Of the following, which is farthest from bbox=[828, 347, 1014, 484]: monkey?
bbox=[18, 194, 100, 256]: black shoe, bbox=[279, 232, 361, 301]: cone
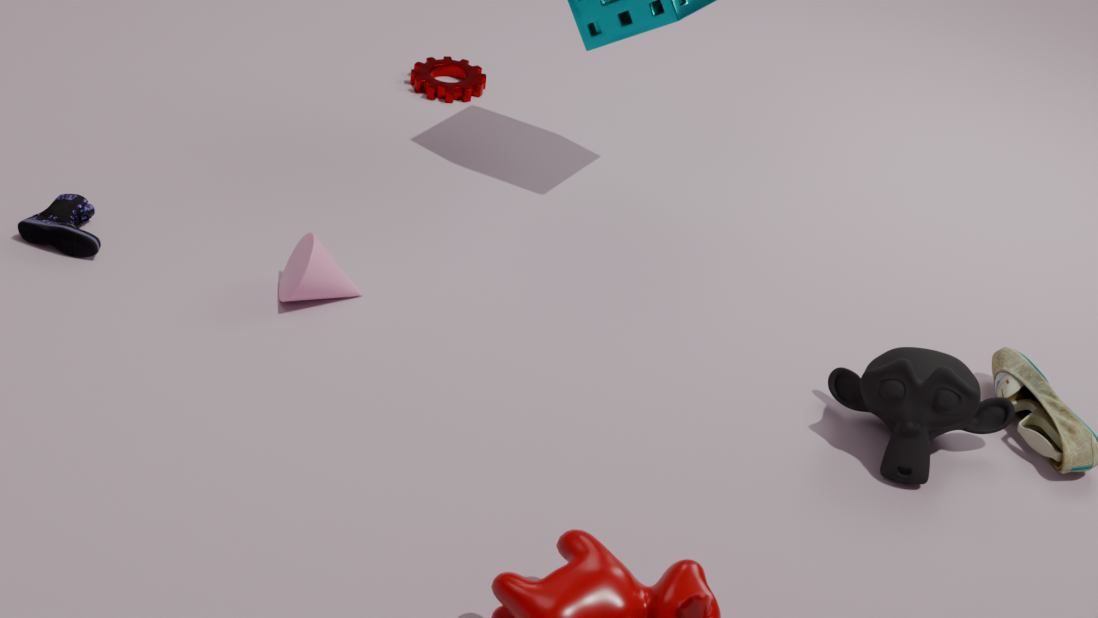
bbox=[18, 194, 100, 256]: black shoe
